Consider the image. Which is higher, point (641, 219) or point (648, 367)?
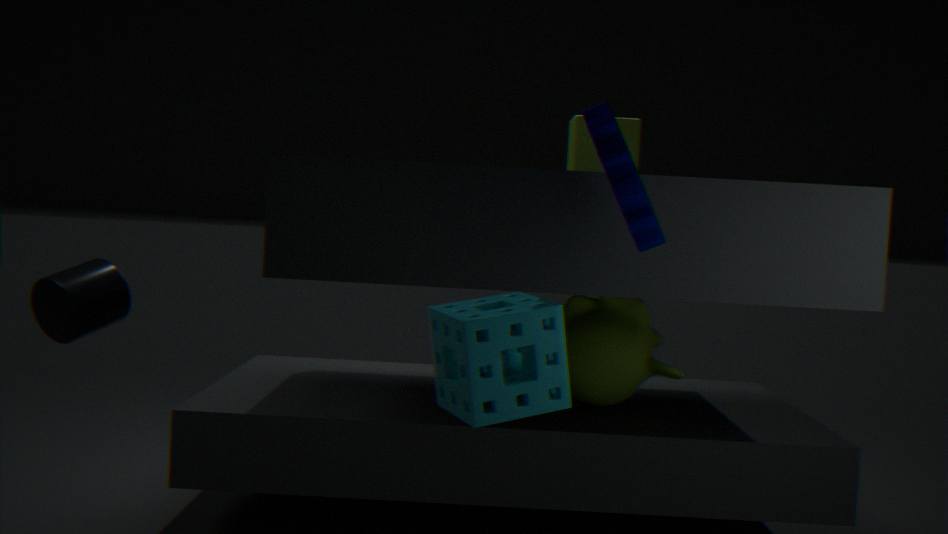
point (641, 219)
